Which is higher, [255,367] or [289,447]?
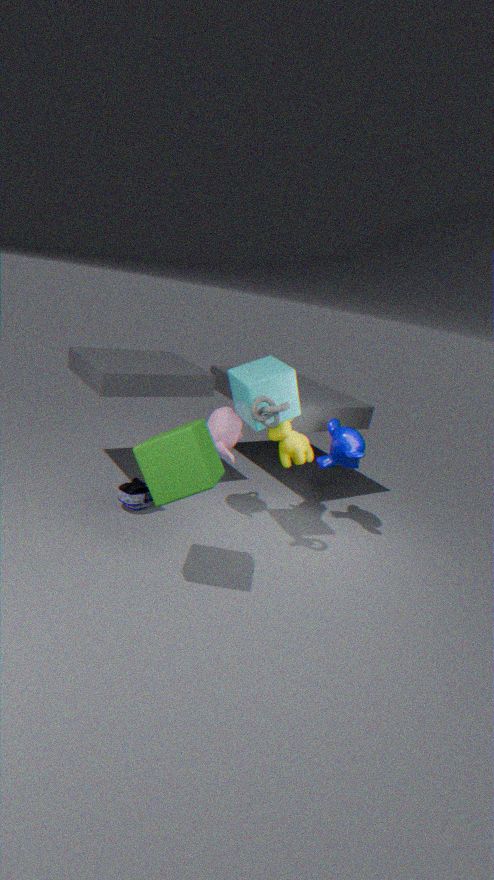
[255,367]
